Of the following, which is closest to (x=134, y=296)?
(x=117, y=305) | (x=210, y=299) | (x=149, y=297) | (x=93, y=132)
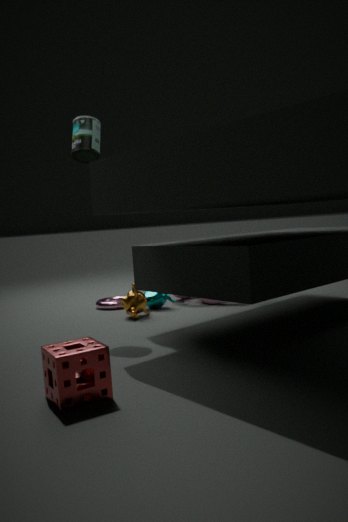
(x=149, y=297)
